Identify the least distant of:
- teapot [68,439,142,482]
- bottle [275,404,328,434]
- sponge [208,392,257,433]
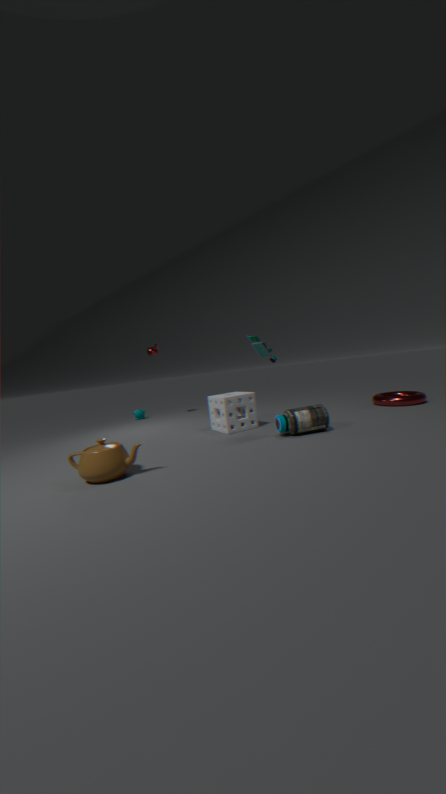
teapot [68,439,142,482]
